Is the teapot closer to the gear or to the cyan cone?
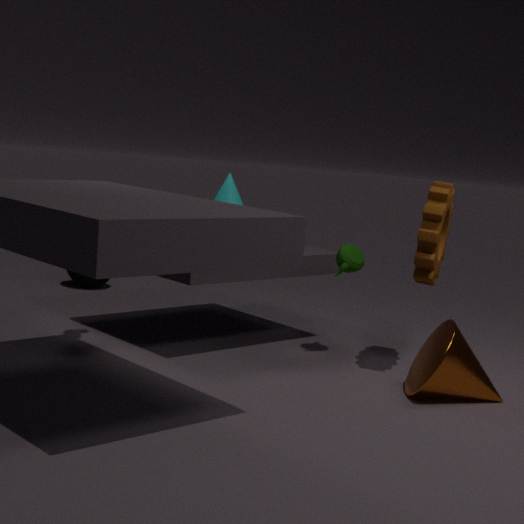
the gear
